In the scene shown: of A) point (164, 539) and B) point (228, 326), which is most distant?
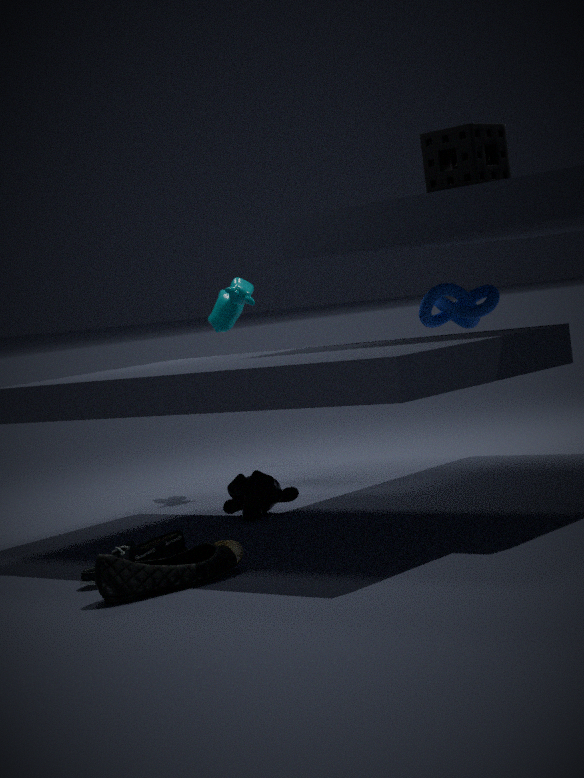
B. point (228, 326)
